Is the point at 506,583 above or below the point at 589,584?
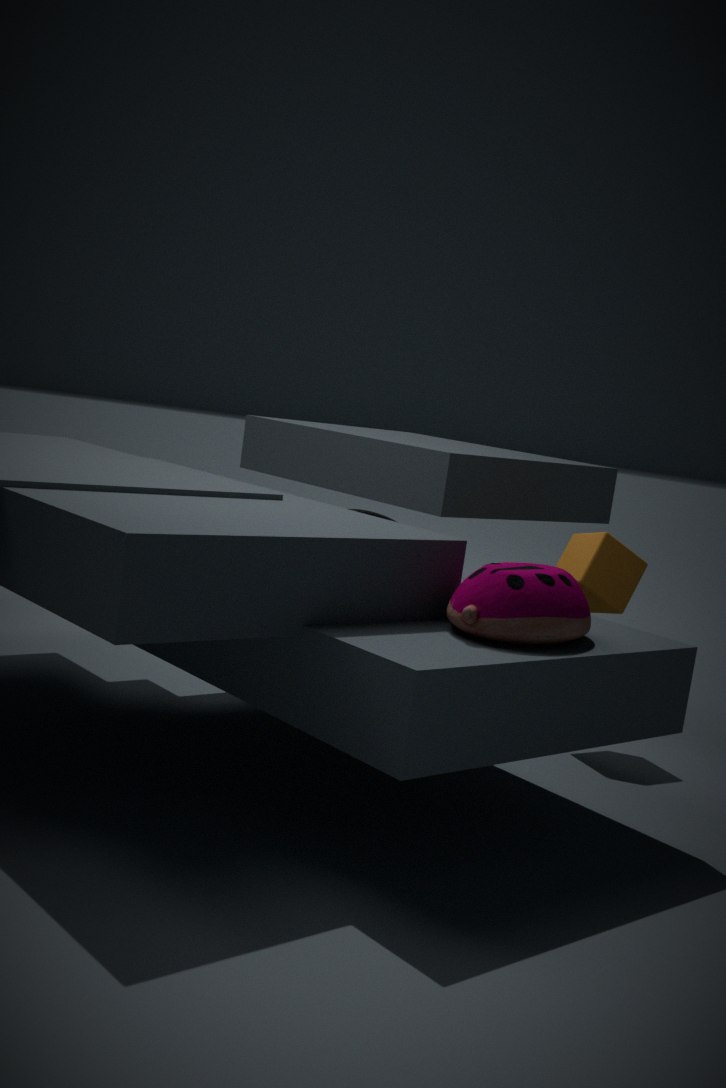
above
